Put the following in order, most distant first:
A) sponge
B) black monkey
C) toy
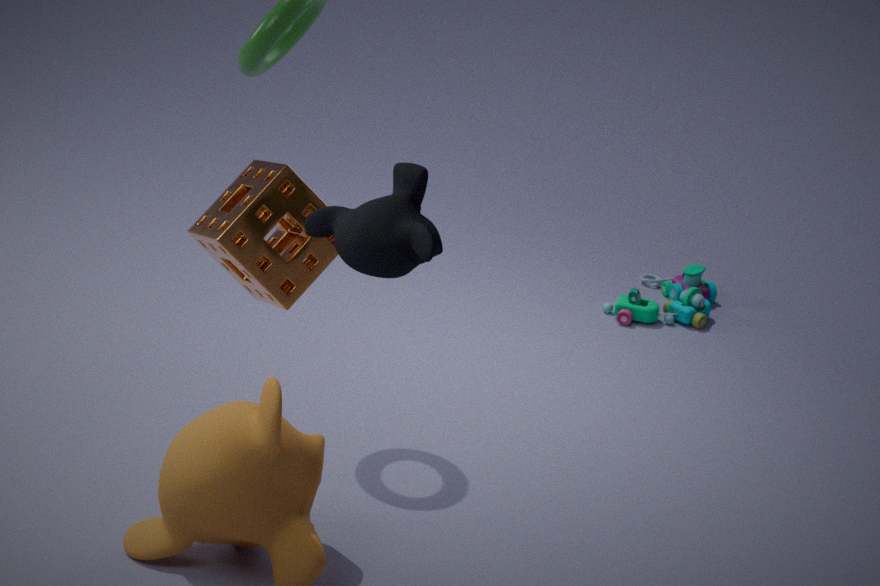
toy
sponge
black monkey
